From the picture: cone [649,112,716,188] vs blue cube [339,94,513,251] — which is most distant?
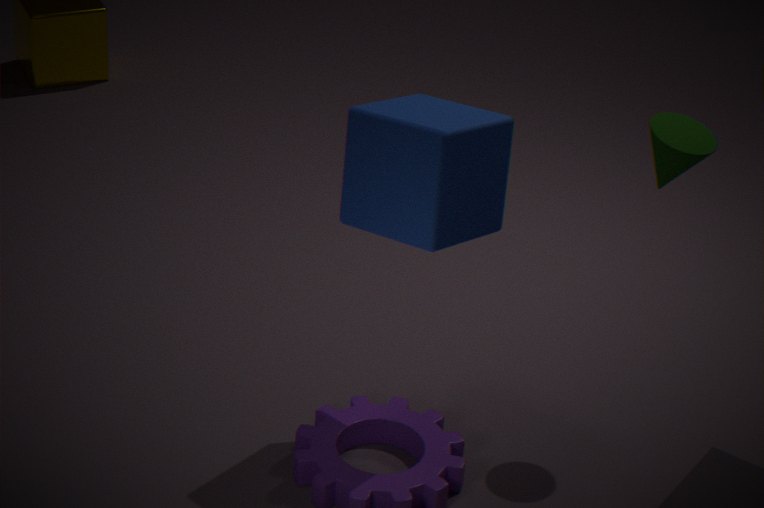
cone [649,112,716,188]
